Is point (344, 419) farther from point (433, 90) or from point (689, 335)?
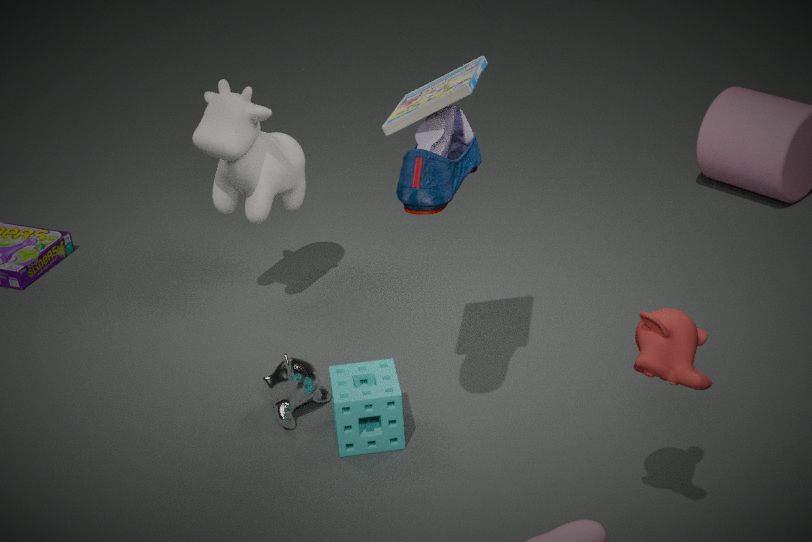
point (689, 335)
